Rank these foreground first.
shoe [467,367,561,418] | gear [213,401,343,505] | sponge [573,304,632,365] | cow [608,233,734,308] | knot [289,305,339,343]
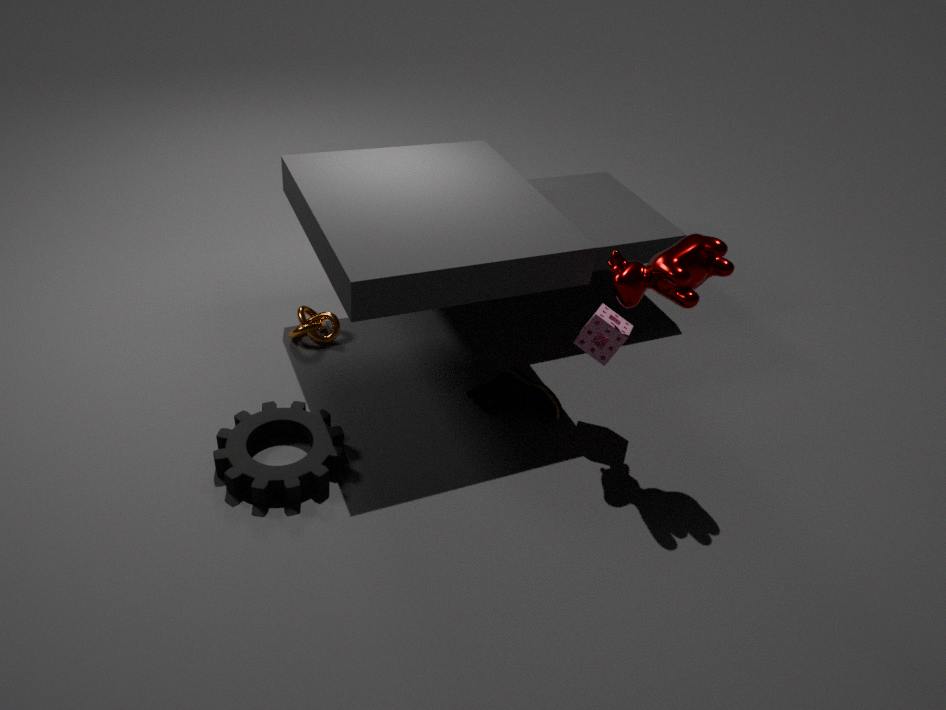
cow [608,233,734,308] → gear [213,401,343,505] → sponge [573,304,632,365] → shoe [467,367,561,418] → knot [289,305,339,343]
